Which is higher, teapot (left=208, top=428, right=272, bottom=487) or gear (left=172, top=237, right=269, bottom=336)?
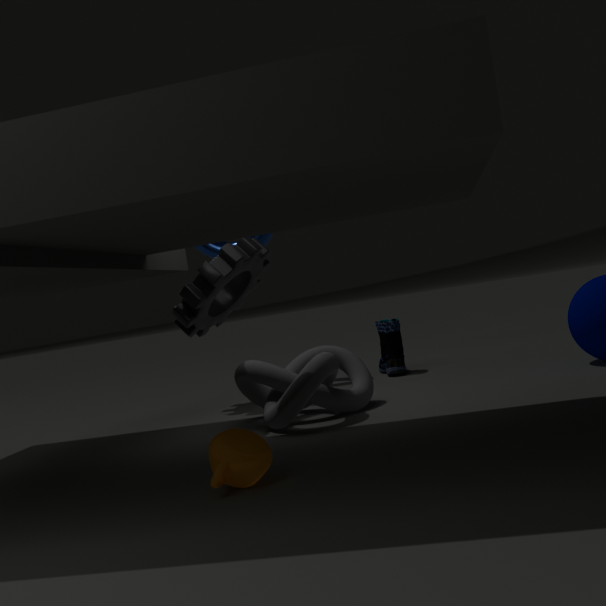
gear (left=172, top=237, right=269, bottom=336)
